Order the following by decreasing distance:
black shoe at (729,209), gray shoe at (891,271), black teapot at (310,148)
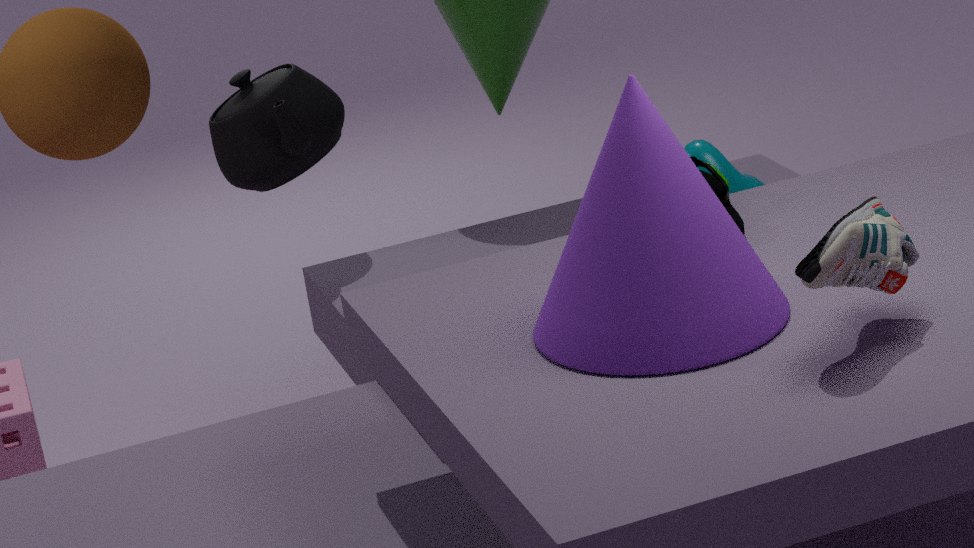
black teapot at (310,148) → black shoe at (729,209) → gray shoe at (891,271)
